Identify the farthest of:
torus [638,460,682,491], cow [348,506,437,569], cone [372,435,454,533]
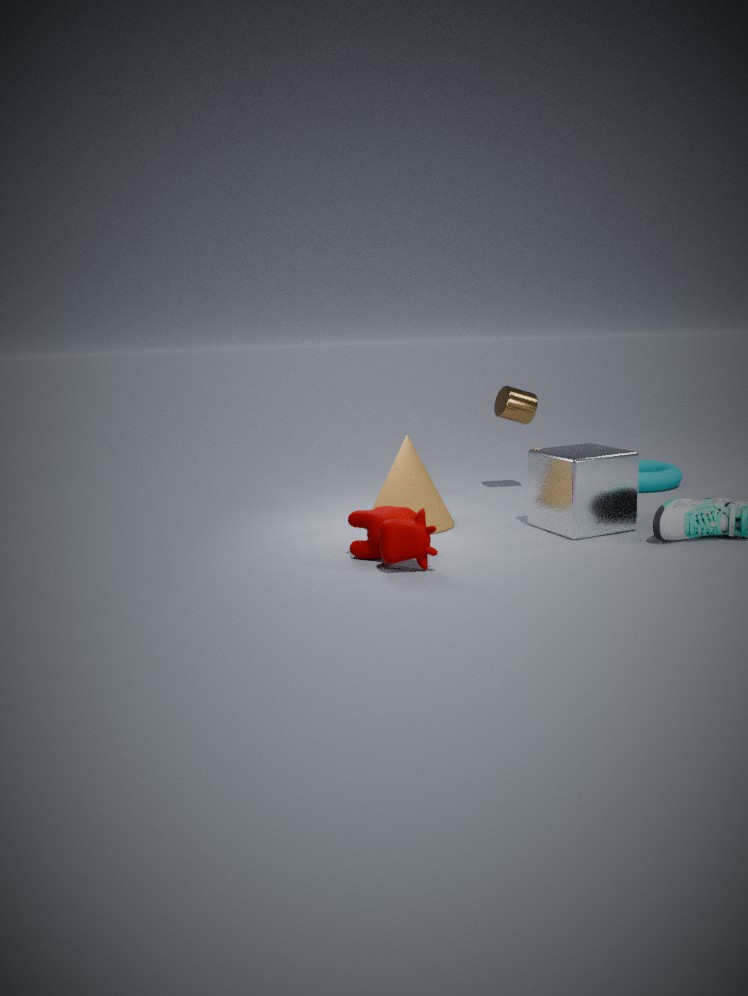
torus [638,460,682,491]
